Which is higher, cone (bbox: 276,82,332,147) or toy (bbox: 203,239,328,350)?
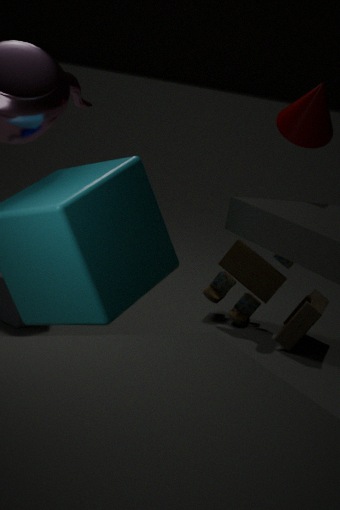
cone (bbox: 276,82,332,147)
